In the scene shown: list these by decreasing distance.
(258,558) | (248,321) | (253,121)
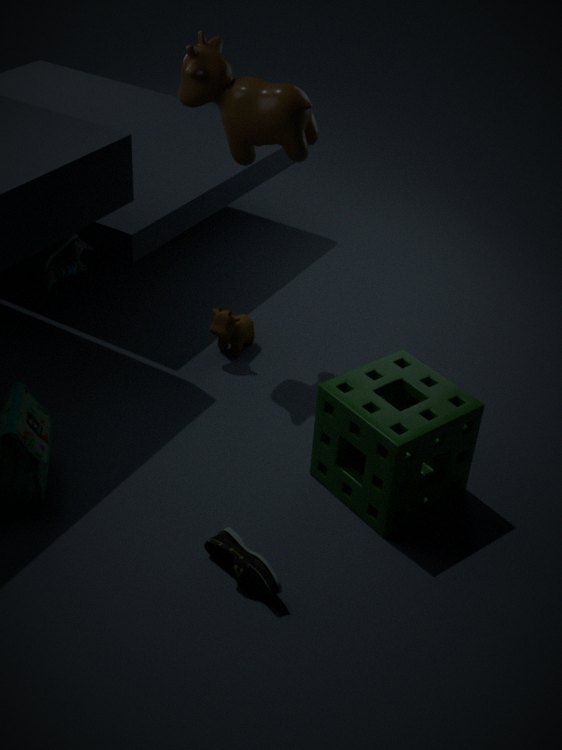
(248,321) < (253,121) < (258,558)
